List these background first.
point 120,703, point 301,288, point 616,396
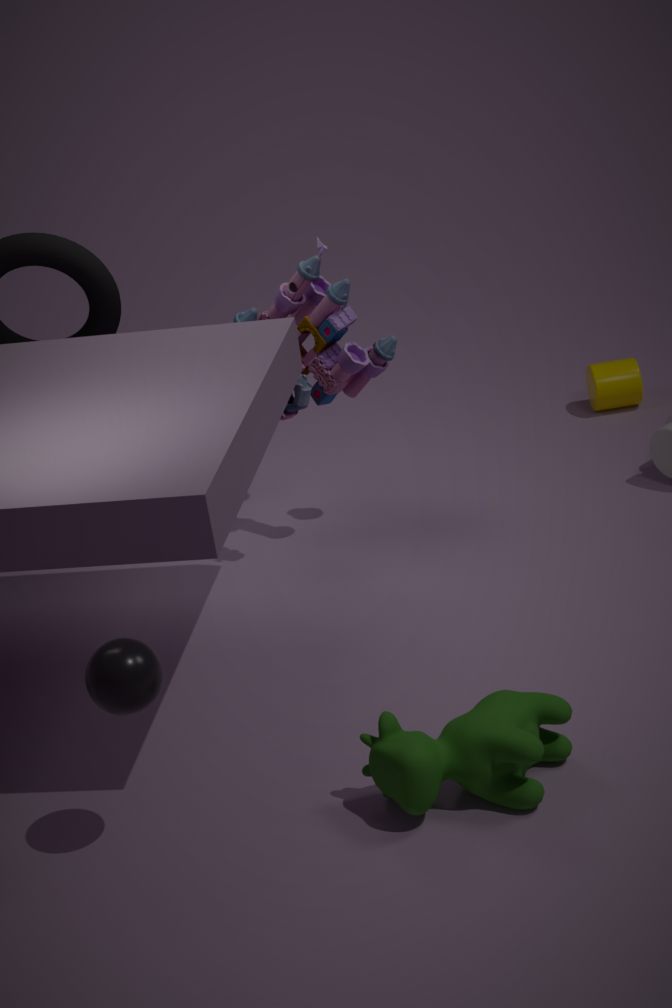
point 616,396 → point 301,288 → point 120,703
